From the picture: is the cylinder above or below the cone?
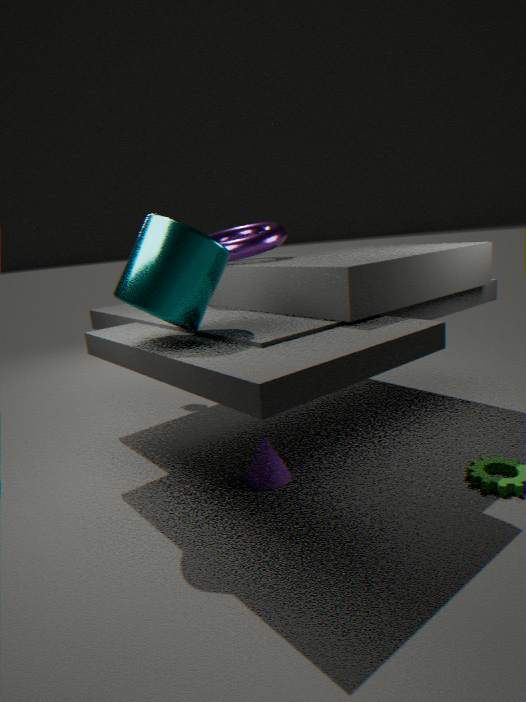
above
